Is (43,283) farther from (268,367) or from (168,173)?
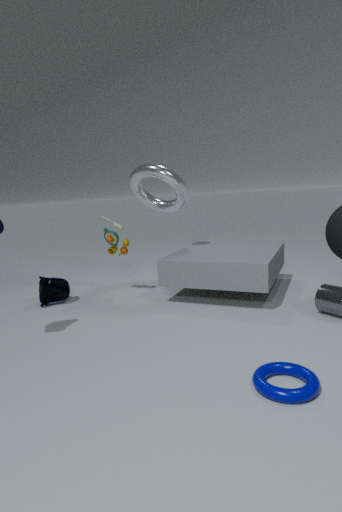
(268,367)
